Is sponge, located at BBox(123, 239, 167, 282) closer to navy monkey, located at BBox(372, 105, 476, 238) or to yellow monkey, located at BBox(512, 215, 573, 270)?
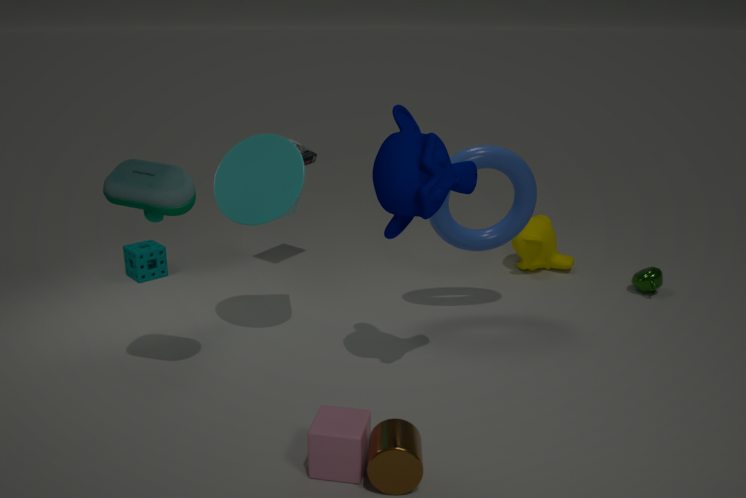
navy monkey, located at BBox(372, 105, 476, 238)
